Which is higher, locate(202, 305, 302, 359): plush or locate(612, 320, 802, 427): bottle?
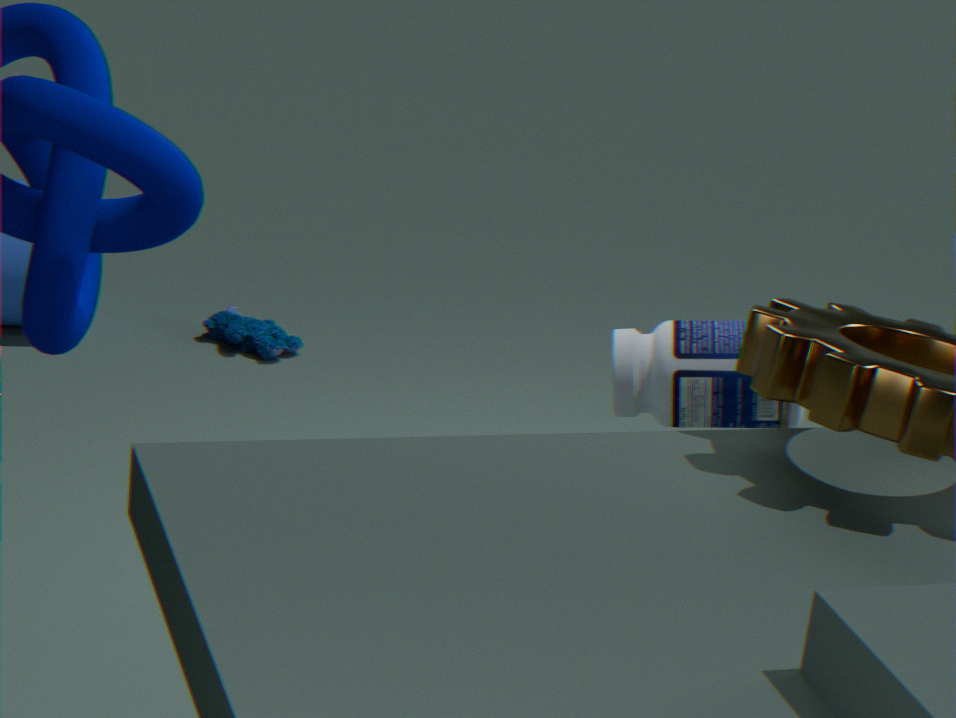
locate(612, 320, 802, 427): bottle
